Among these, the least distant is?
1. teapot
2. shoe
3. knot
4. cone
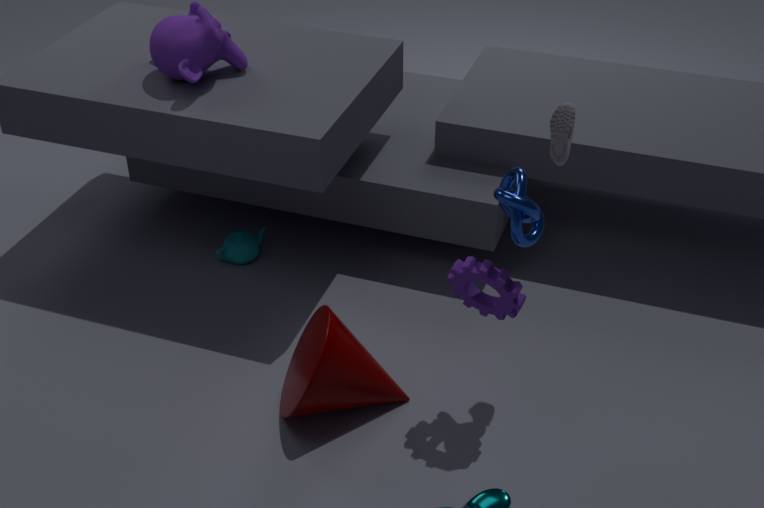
knot
